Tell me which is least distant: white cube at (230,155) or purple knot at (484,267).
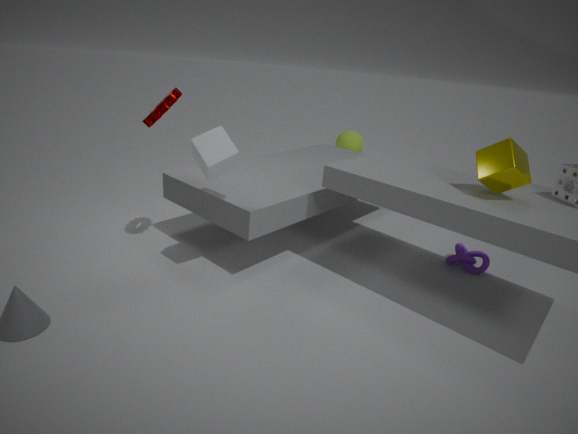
white cube at (230,155)
